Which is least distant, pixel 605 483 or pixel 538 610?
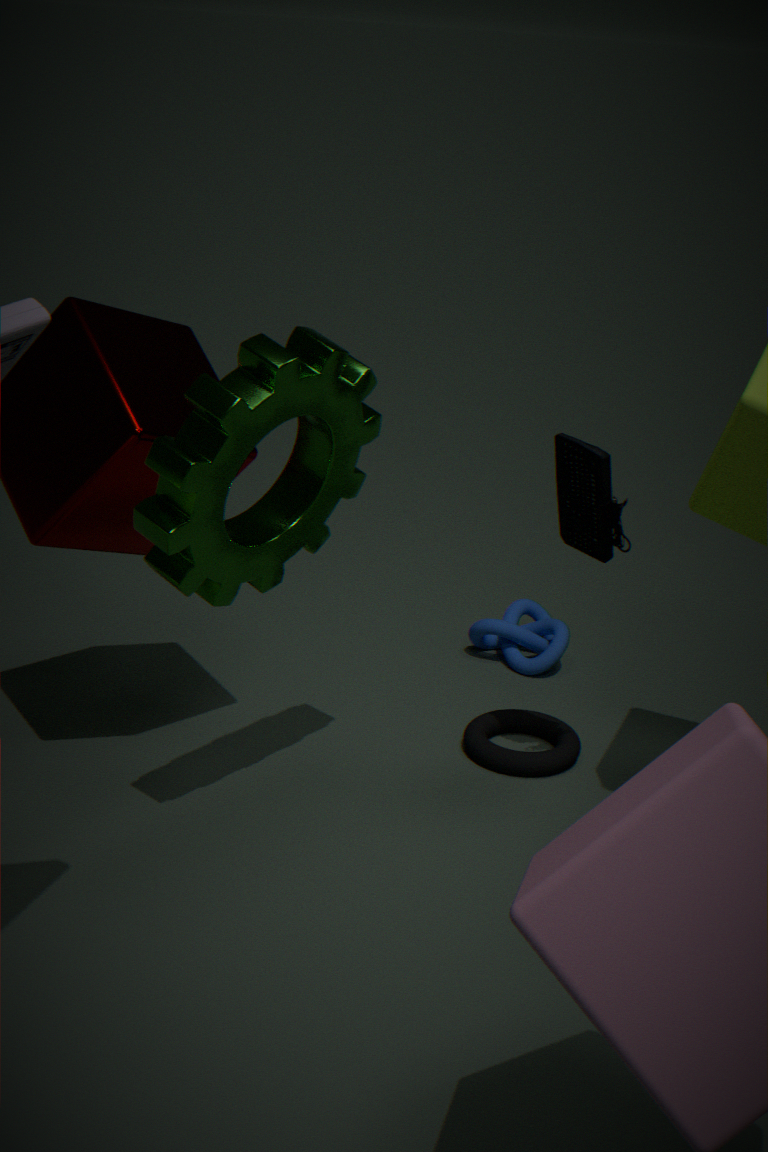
pixel 605 483
